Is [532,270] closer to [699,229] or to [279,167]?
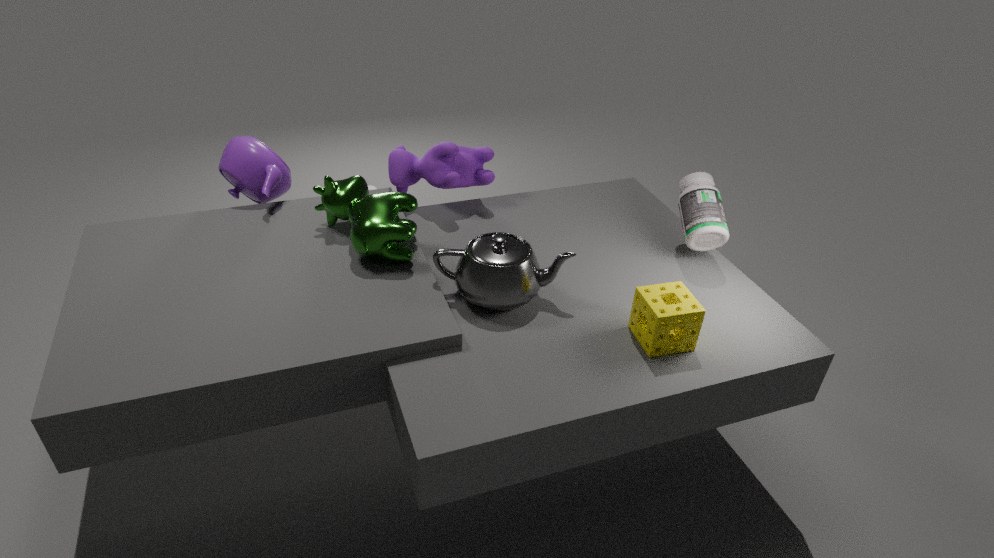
[699,229]
